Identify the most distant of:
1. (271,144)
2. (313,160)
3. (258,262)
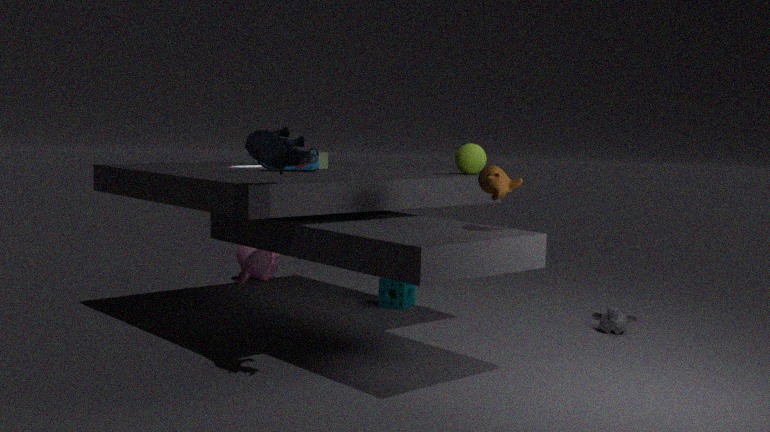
(258,262)
